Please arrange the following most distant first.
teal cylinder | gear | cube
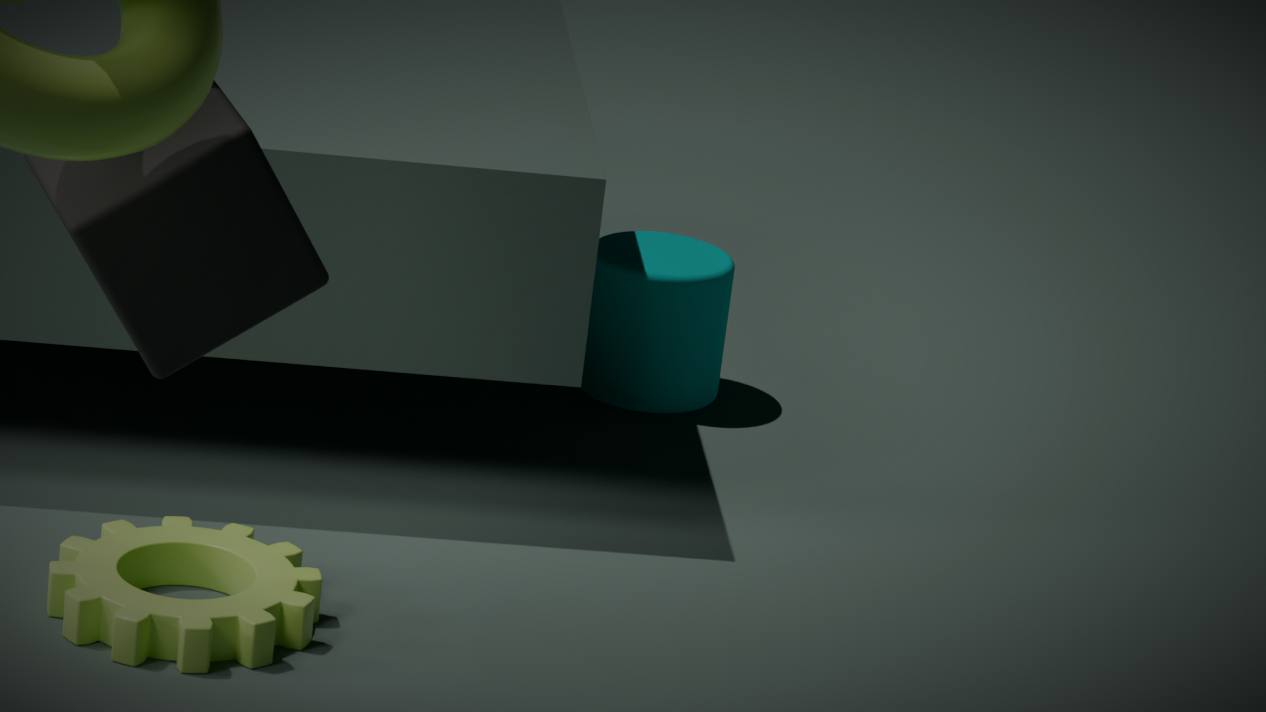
teal cylinder, gear, cube
